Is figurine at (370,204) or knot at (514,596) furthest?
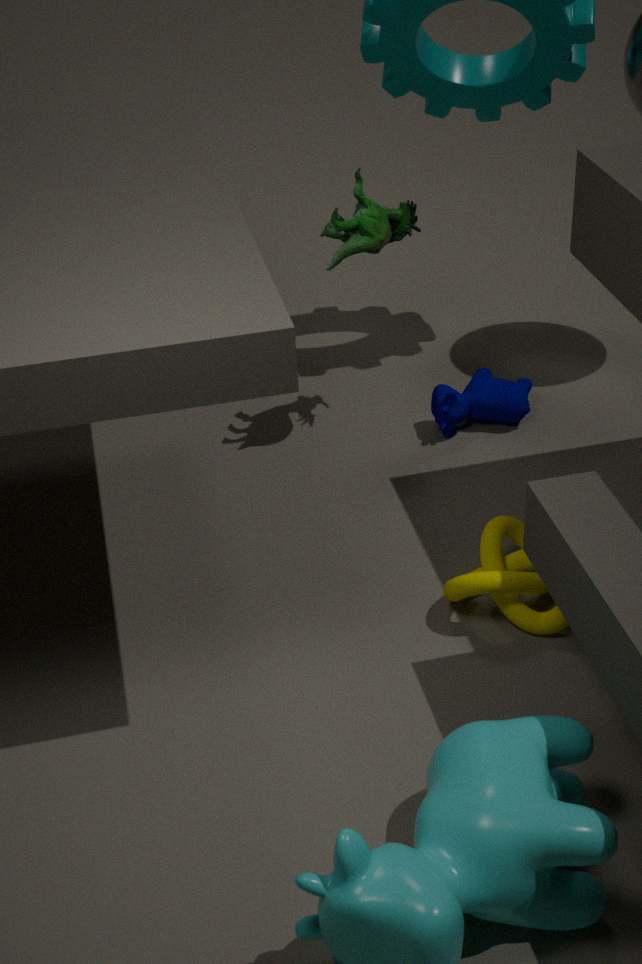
figurine at (370,204)
